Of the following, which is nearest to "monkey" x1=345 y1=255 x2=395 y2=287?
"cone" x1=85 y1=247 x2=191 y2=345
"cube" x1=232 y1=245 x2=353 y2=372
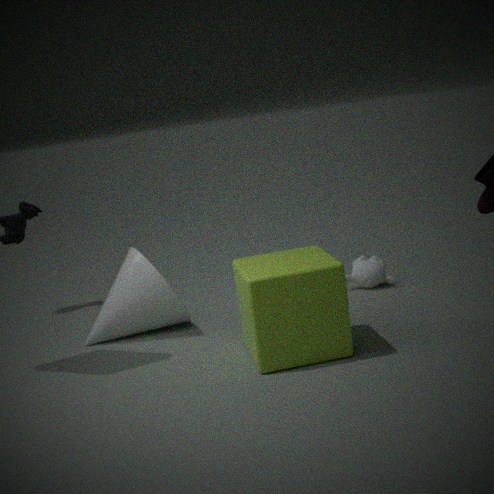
"cube" x1=232 y1=245 x2=353 y2=372
